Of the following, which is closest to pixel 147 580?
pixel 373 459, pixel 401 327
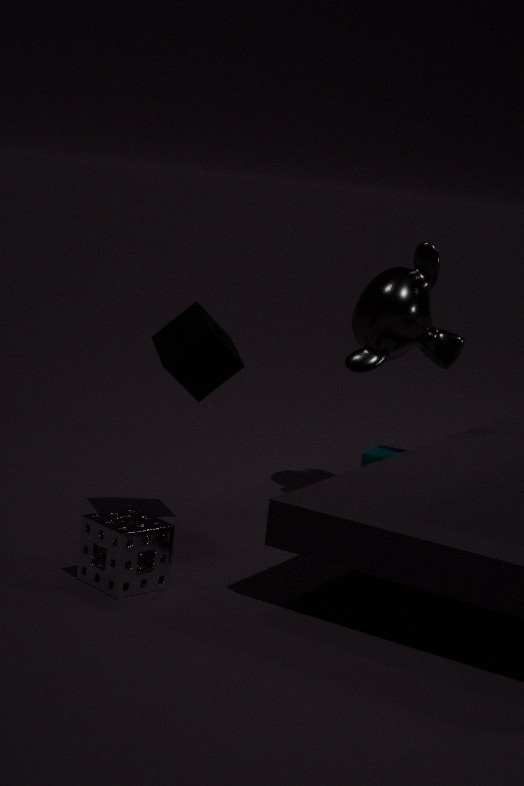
pixel 373 459
